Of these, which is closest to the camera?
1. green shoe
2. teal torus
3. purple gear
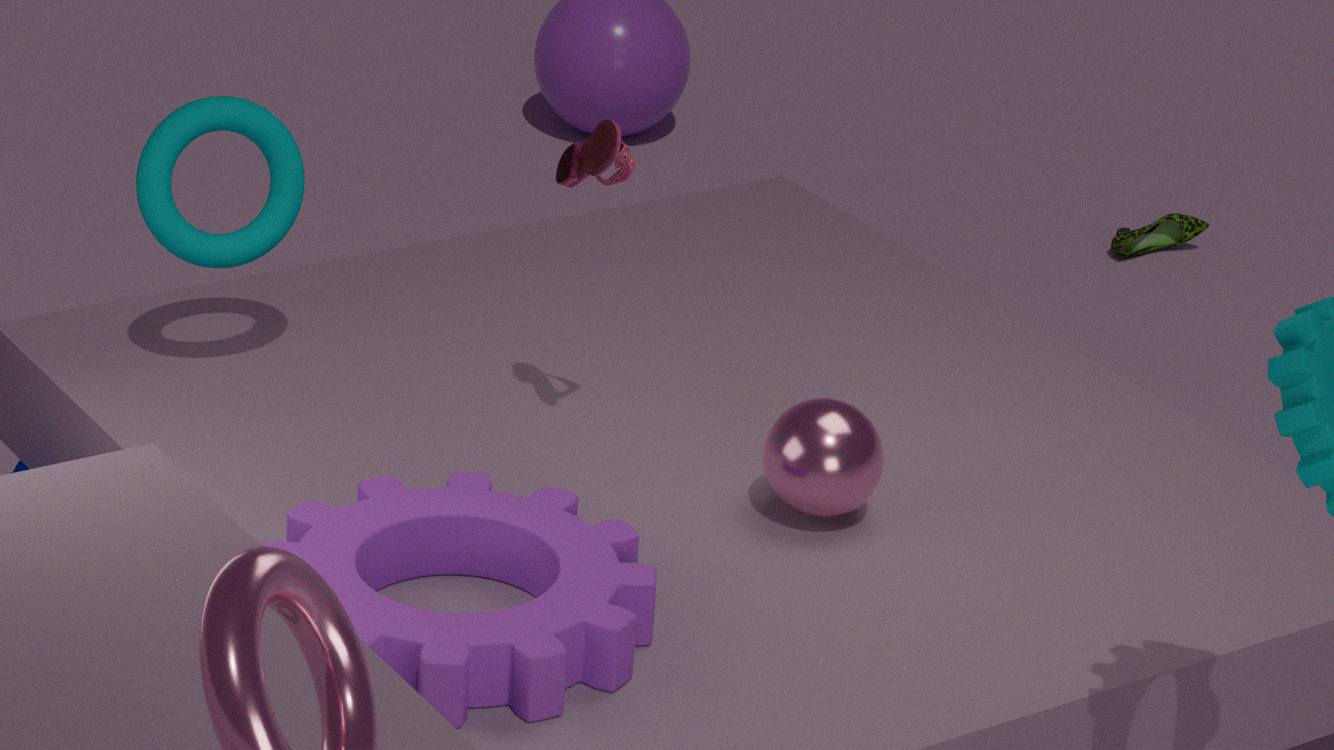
purple gear
